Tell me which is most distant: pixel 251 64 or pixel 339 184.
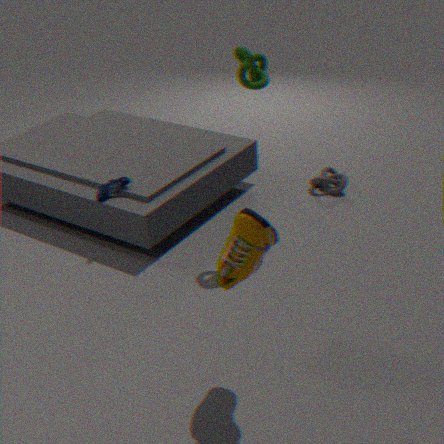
pixel 339 184
